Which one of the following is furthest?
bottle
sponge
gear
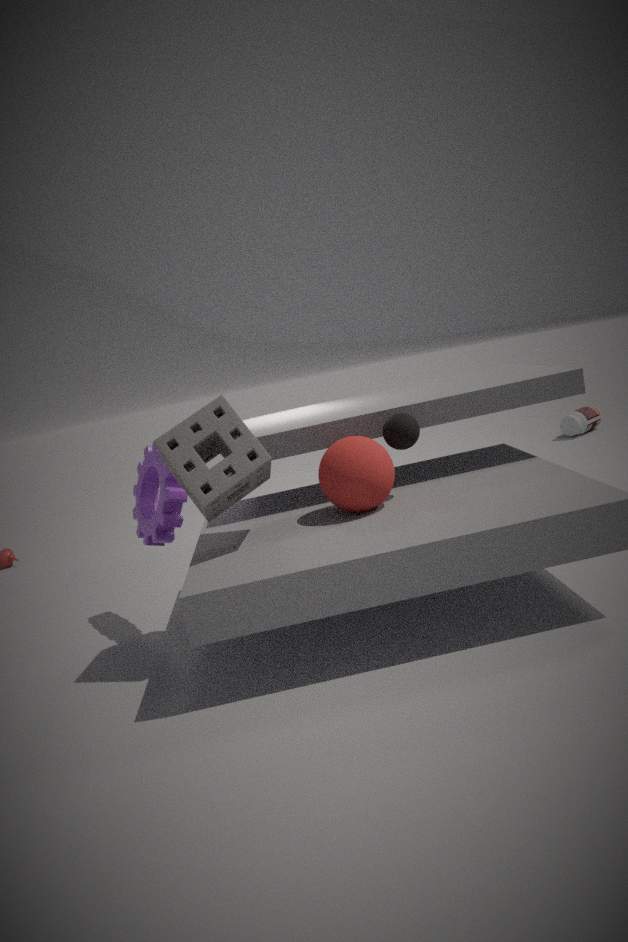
bottle
